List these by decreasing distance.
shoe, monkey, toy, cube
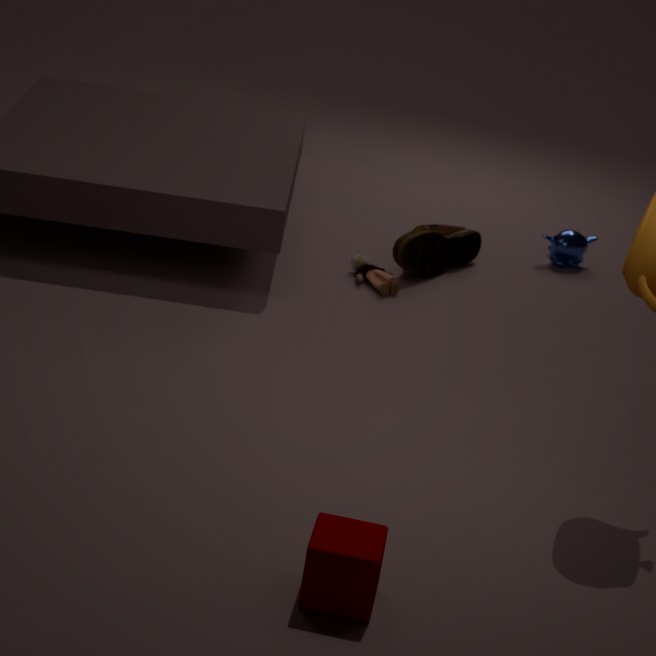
1. monkey
2. shoe
3. toy
4. cube
